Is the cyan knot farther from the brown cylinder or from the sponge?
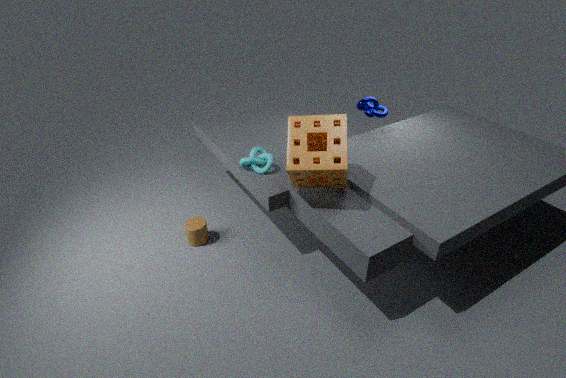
the brown cylinder
